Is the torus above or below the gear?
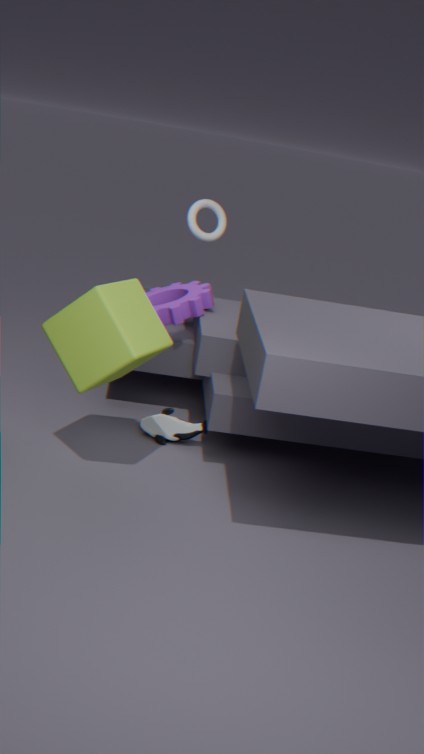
above
